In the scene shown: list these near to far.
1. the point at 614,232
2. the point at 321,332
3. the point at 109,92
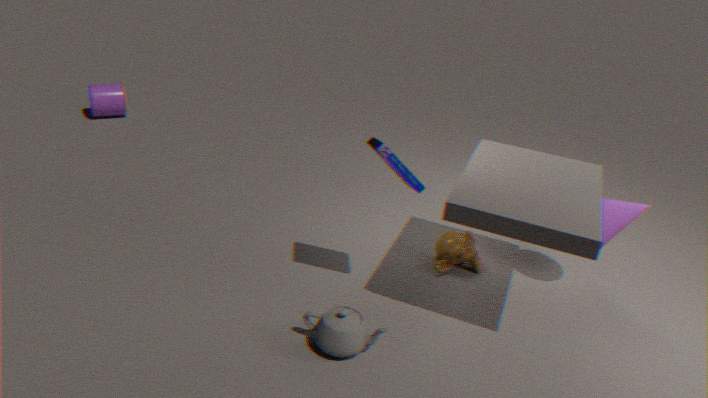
the point at 321,332 < the point at 614,232 < the point at 109,92
